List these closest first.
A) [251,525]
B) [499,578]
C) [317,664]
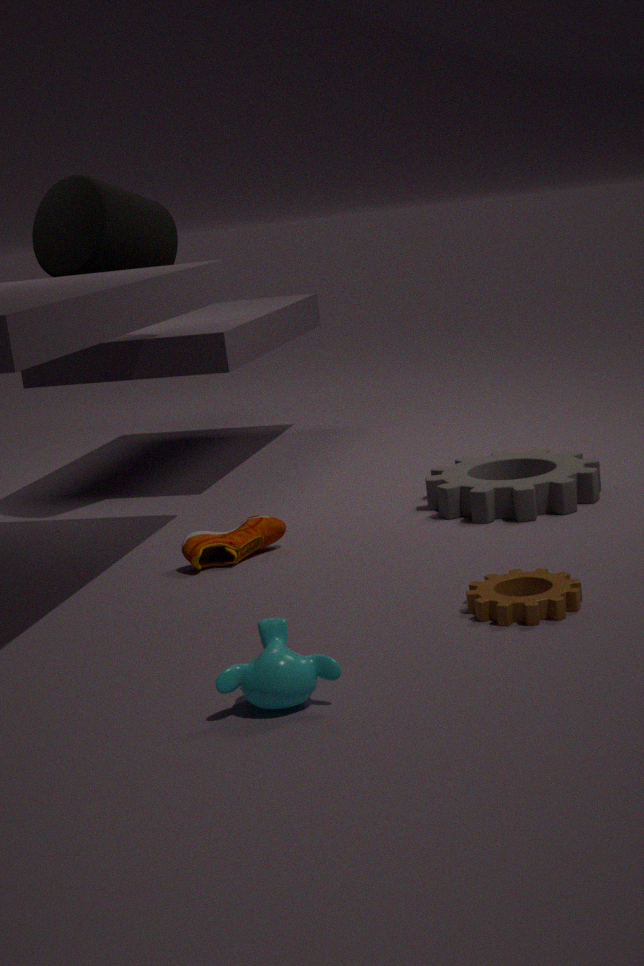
[317,664]
[499,578]
[251,525]
